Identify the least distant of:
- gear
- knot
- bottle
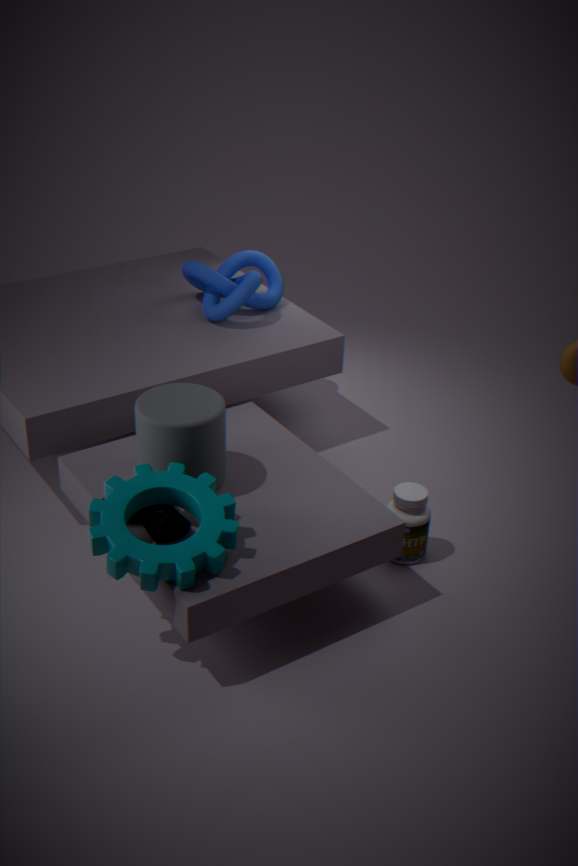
gear
